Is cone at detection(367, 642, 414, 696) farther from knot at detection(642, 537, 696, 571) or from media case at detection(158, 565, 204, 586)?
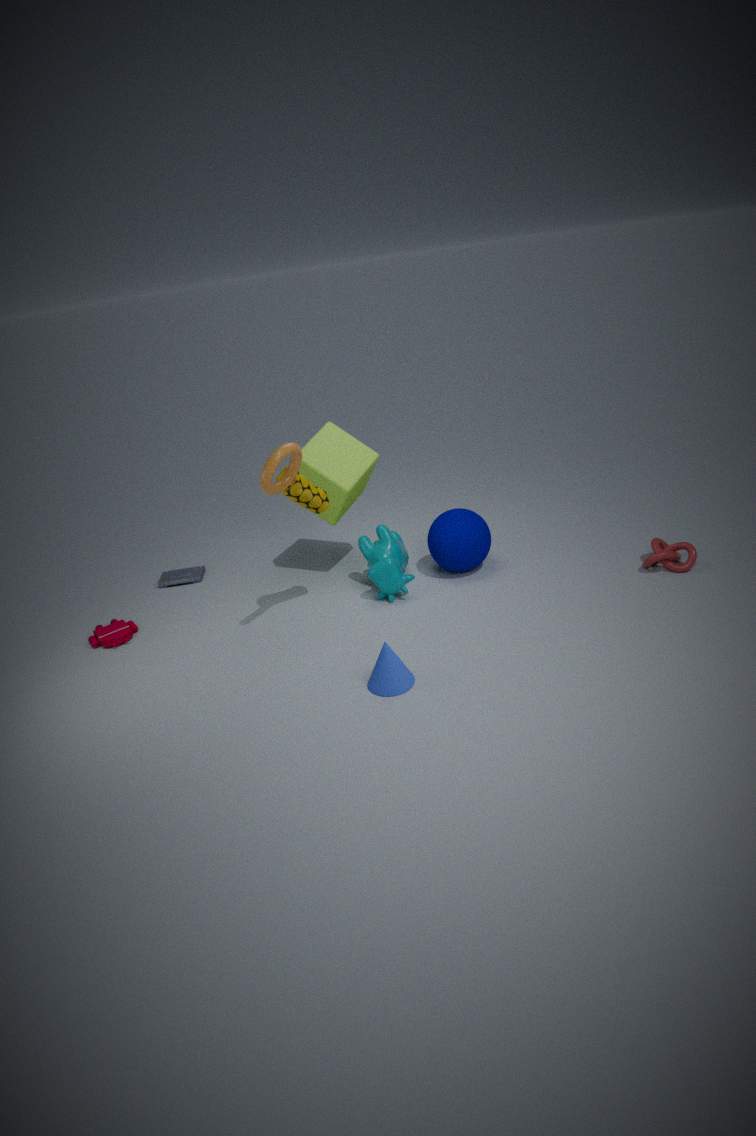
media case at detection(158, 565, 204, 586)
